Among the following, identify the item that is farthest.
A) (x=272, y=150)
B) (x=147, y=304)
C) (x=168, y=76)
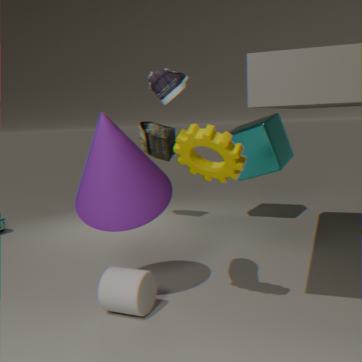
(x=272, y=150)
